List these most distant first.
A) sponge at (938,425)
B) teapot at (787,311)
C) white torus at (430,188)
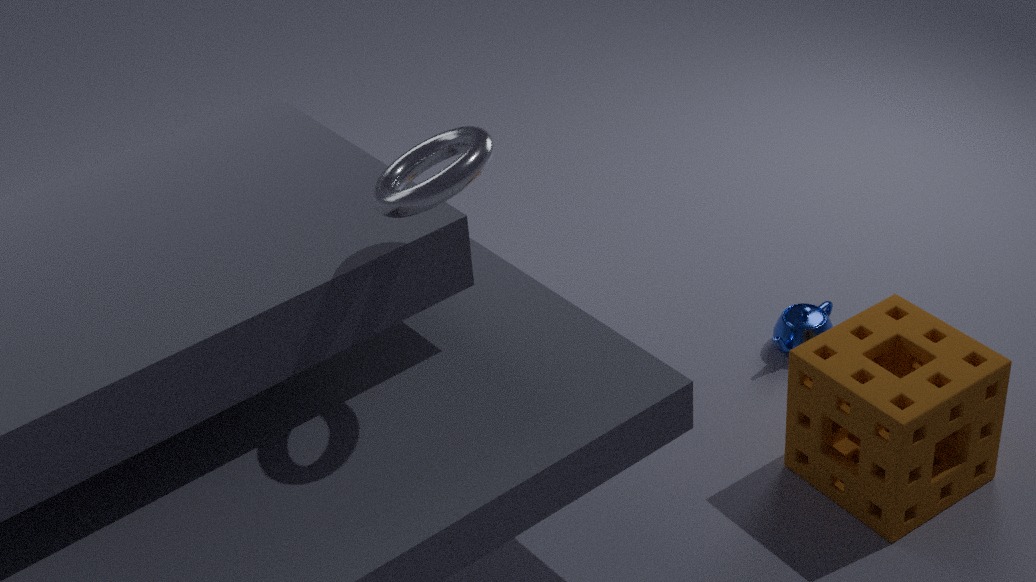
teapot at (787,311) < sponge at (938,425) < white torus at (430,188)
